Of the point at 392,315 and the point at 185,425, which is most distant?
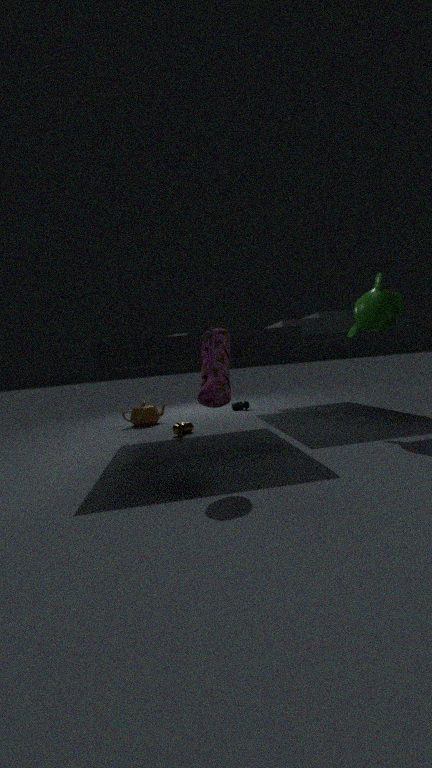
the point at 185,425
